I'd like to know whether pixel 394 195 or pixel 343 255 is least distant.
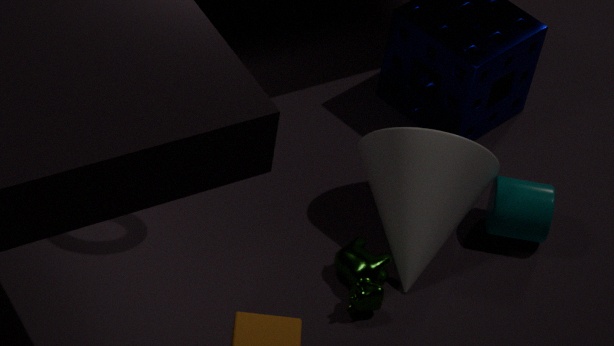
pixel 343 255
